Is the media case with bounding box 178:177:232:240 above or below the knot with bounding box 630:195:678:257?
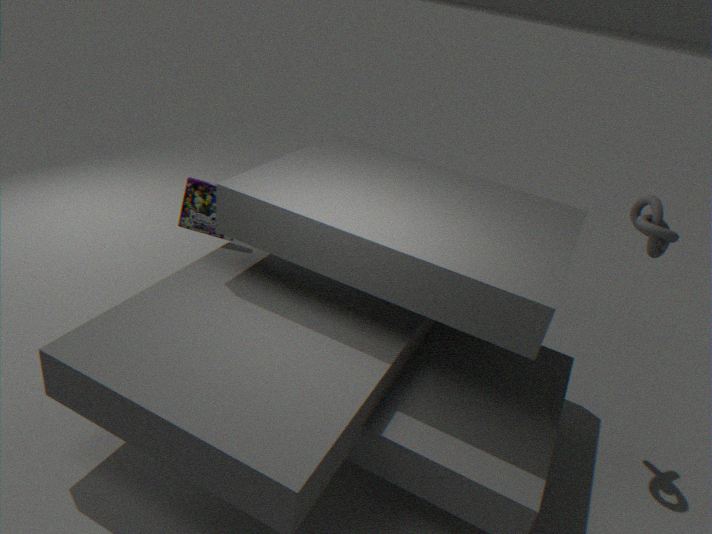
below
